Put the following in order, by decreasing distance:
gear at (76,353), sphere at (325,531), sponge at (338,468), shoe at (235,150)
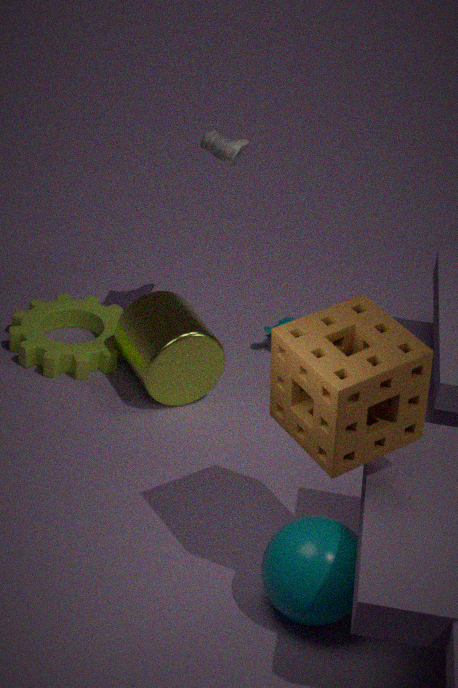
gear at (76,353) → shoe at (235,150) → sphere at (325,531) → sponge at (338,468)
